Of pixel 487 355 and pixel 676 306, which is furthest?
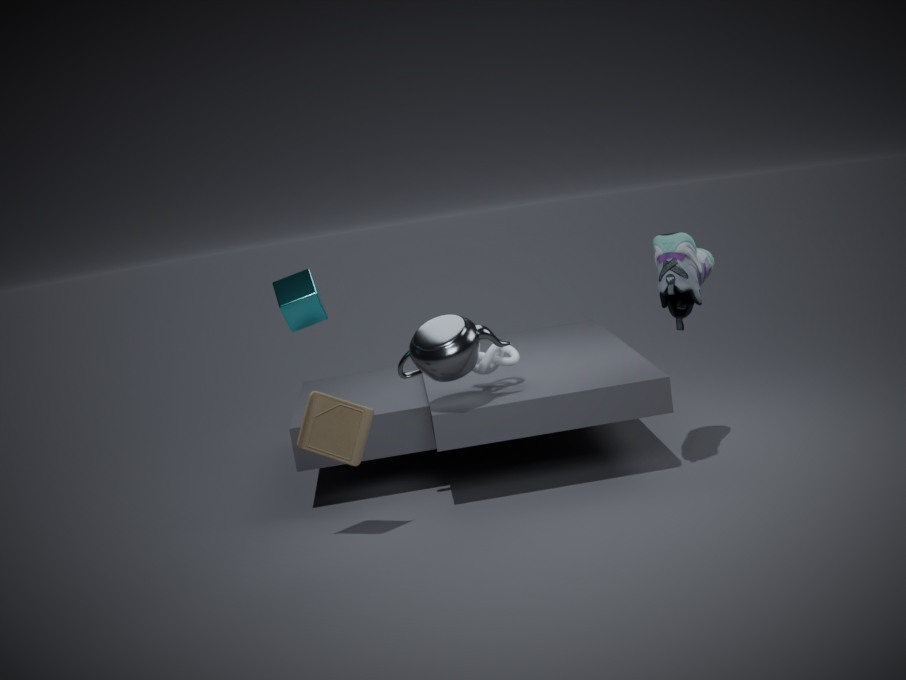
pixel 487 355
